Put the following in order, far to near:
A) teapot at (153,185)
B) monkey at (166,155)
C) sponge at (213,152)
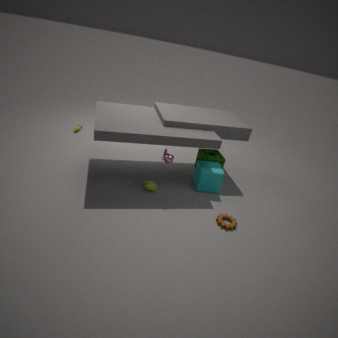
1. sponge at (213,152)
2. teapot at (153,185)
3. monkey at (166,155)
